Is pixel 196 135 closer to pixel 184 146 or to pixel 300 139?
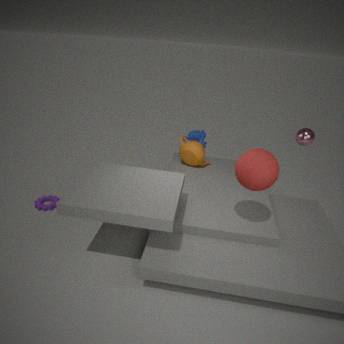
pixel 184 146
